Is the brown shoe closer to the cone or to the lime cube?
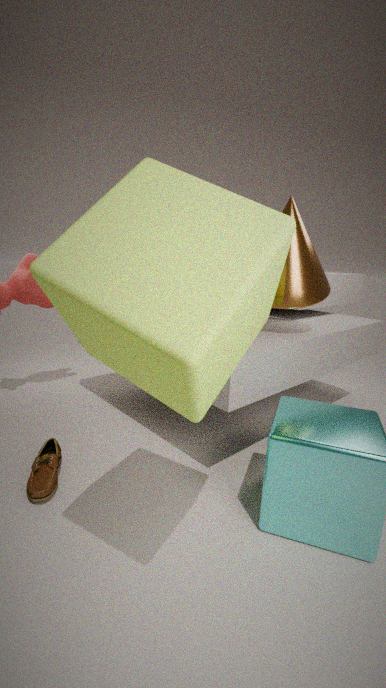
the lime cube
